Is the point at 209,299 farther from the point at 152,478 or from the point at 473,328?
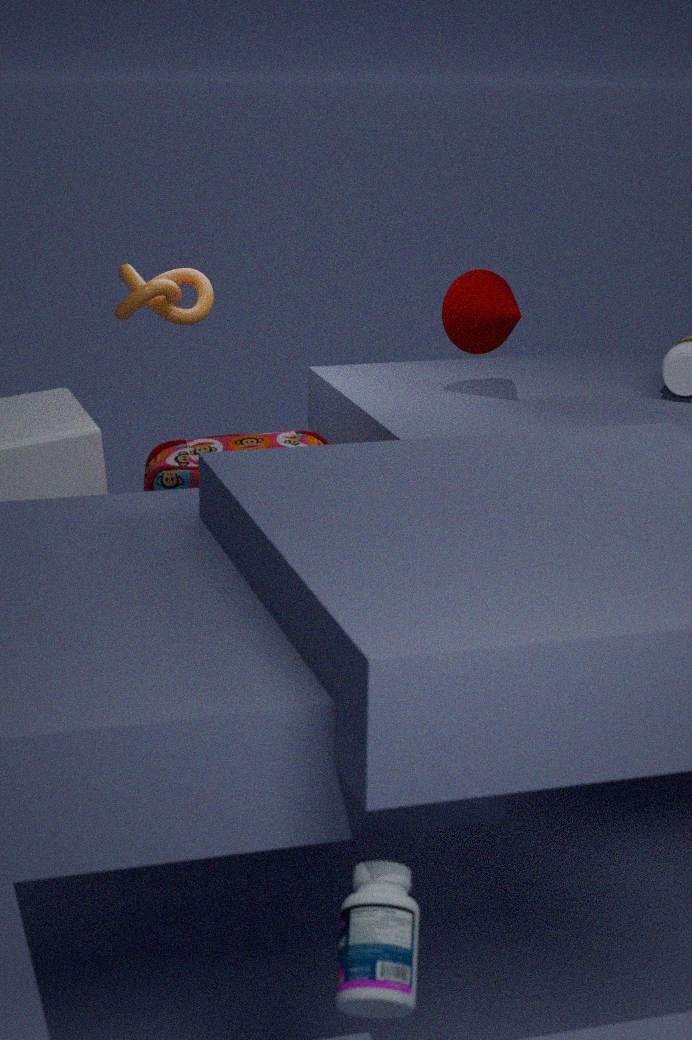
the point at 473,328
